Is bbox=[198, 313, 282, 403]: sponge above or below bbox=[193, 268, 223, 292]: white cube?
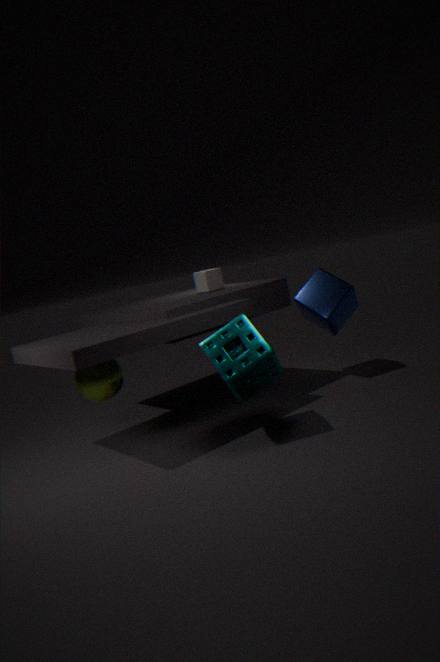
below
